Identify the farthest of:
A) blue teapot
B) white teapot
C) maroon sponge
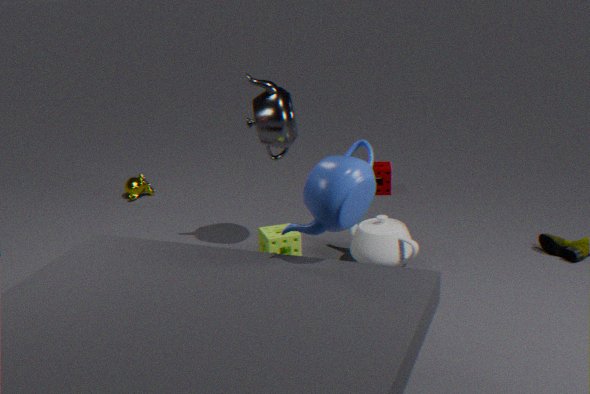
maroon sponge
